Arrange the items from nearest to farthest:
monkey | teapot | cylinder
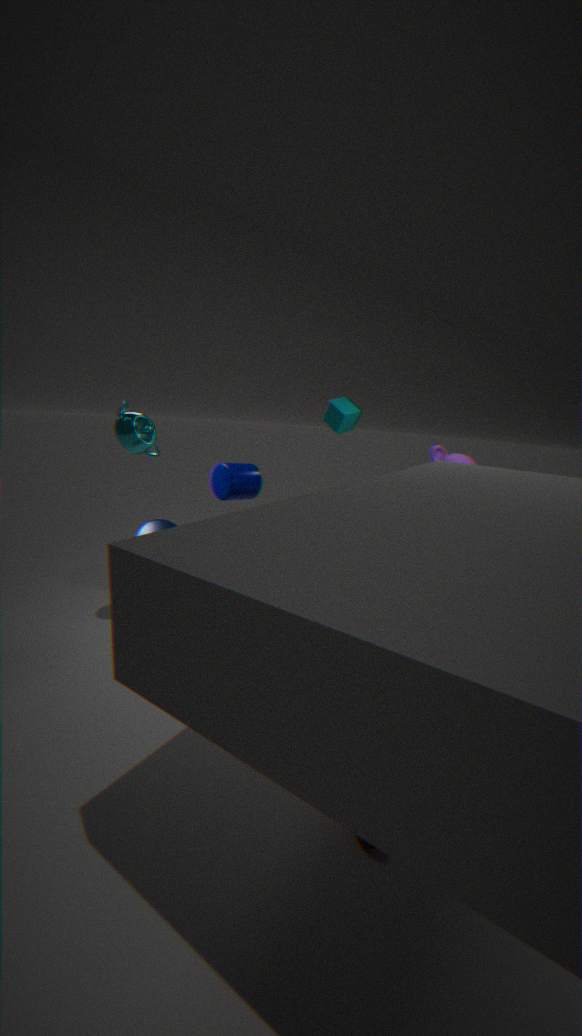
teapot < cylinder < monkey
